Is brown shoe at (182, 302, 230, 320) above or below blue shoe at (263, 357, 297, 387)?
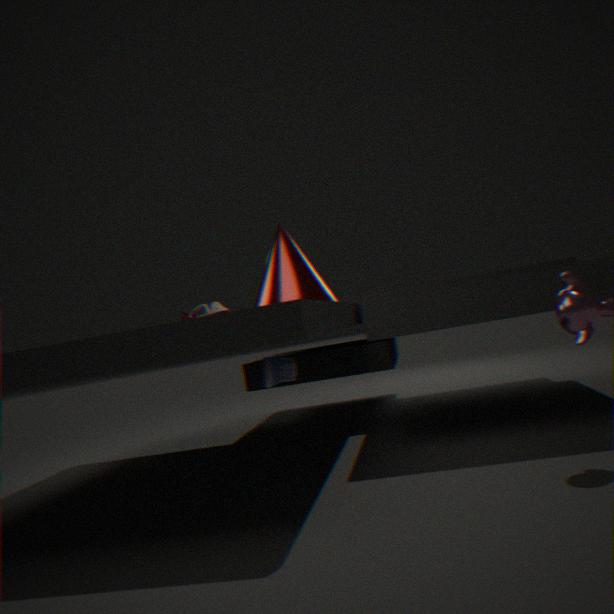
above
